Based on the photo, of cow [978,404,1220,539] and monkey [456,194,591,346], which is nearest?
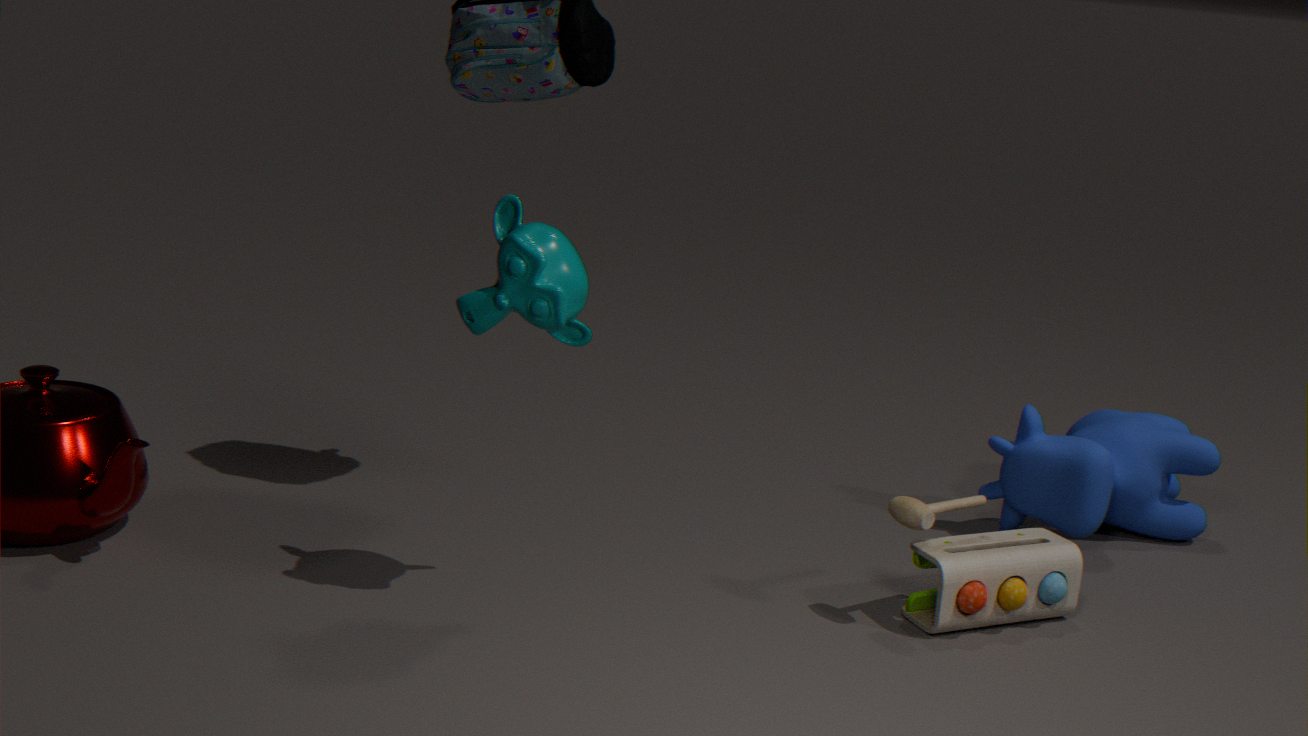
monkey [456,194,591,346]
